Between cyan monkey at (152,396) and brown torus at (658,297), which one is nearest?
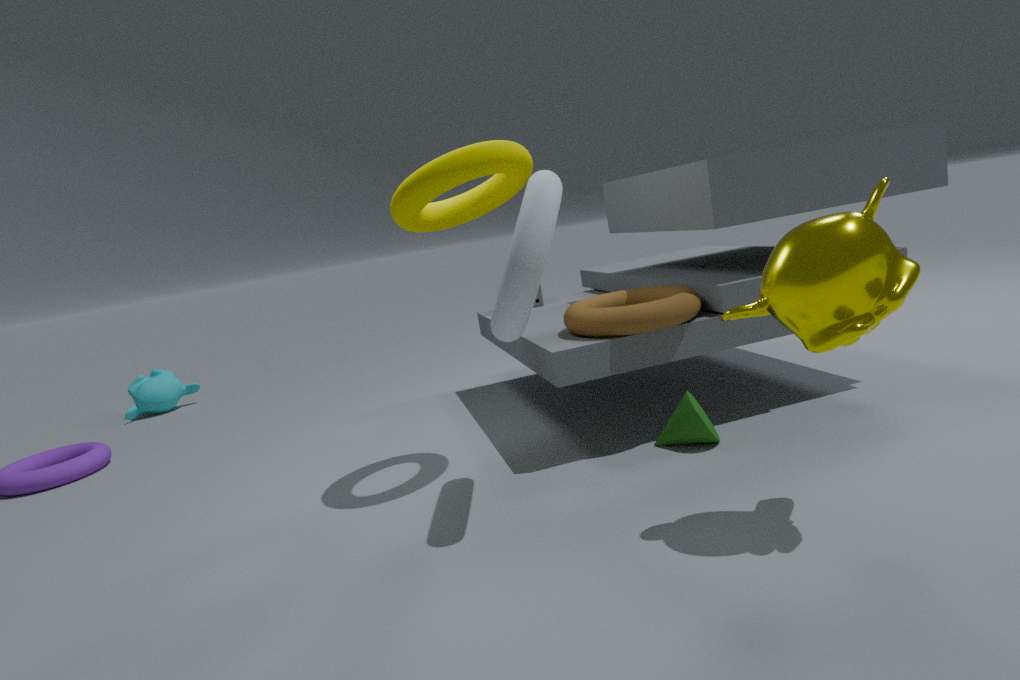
brown torus at (658,297)
